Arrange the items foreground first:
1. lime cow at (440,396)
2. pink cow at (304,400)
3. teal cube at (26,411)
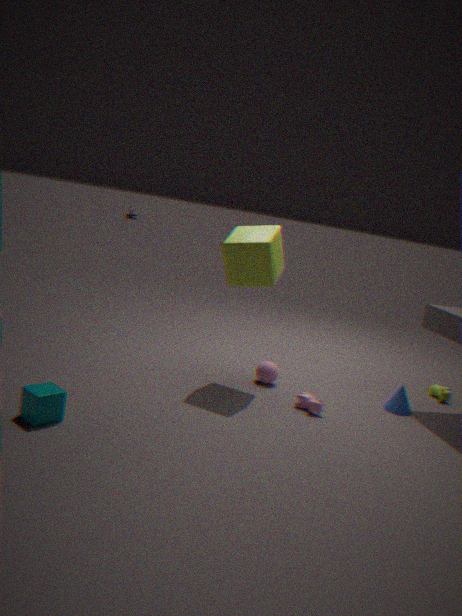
teal cube at (26,411) → pink cow at (304,400) → lime cow at (440,396)
